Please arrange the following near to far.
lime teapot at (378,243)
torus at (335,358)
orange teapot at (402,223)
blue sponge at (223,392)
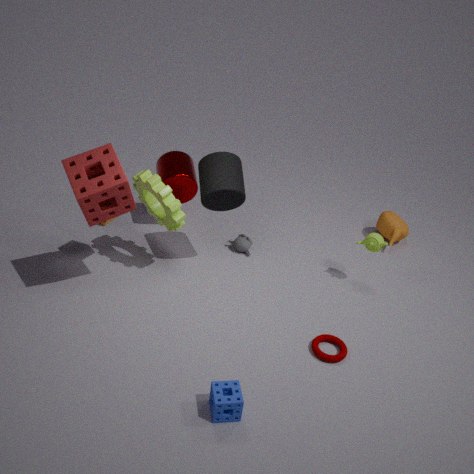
blue sponge at (223,392)
torus at (335,358)
lime teapot at (378,243)
orange teapot at (402,223)
